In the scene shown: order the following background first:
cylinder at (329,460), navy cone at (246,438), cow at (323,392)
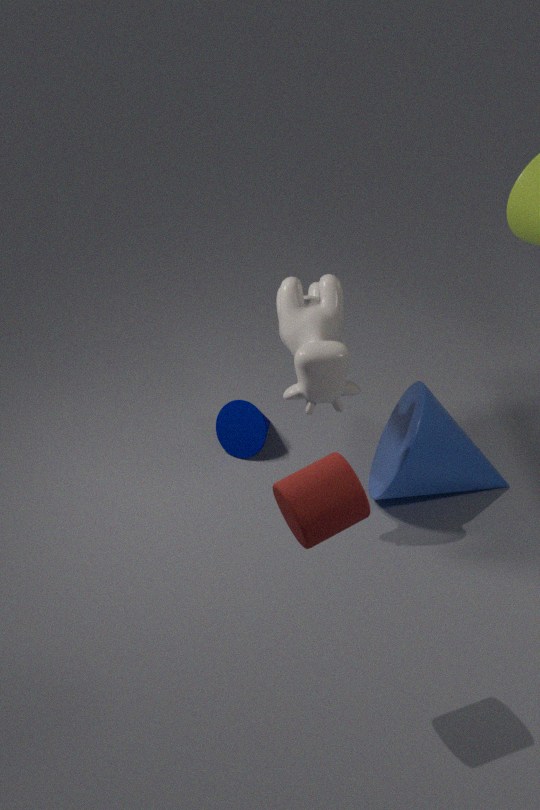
navy cone at (246,438), cow at (323,392), cylinder at (329,460)
